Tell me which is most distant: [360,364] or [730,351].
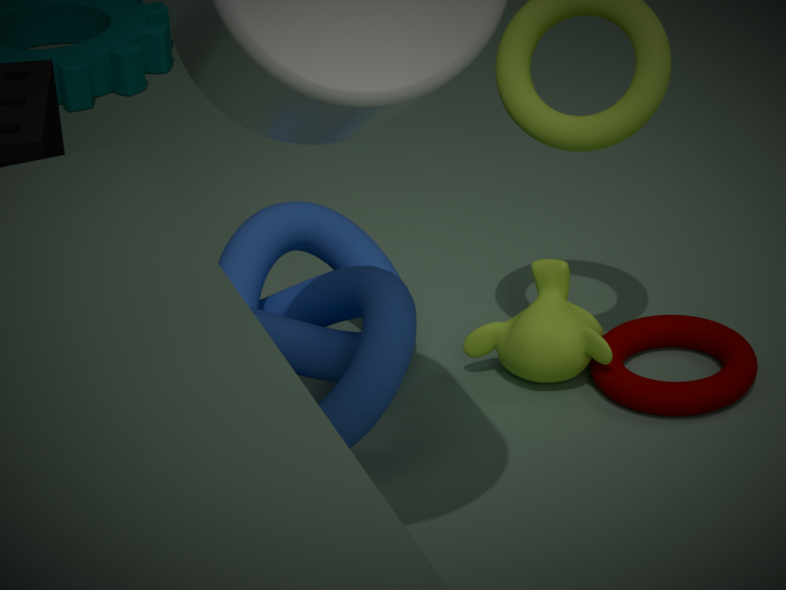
[730,351]
